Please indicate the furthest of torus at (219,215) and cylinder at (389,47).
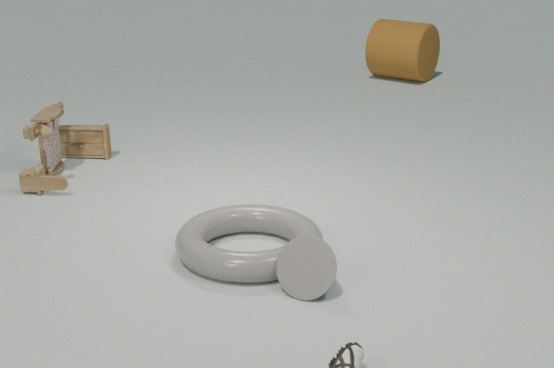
cylinder at (389,47)
